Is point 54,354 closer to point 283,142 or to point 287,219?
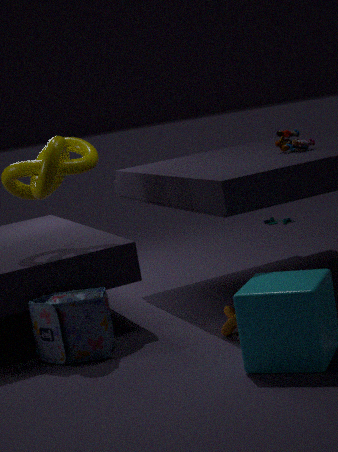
point 283,142
